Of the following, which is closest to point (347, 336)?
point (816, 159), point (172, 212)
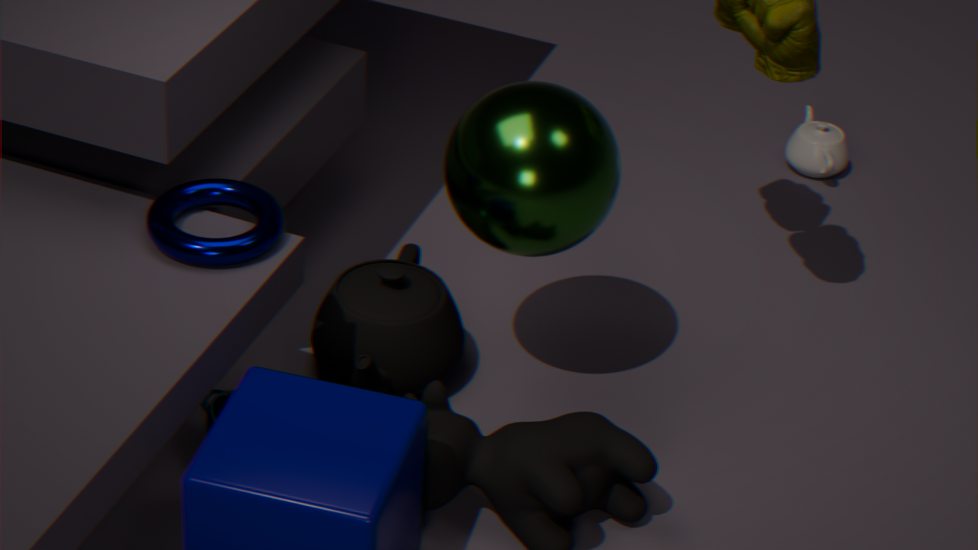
point (172, 212)
